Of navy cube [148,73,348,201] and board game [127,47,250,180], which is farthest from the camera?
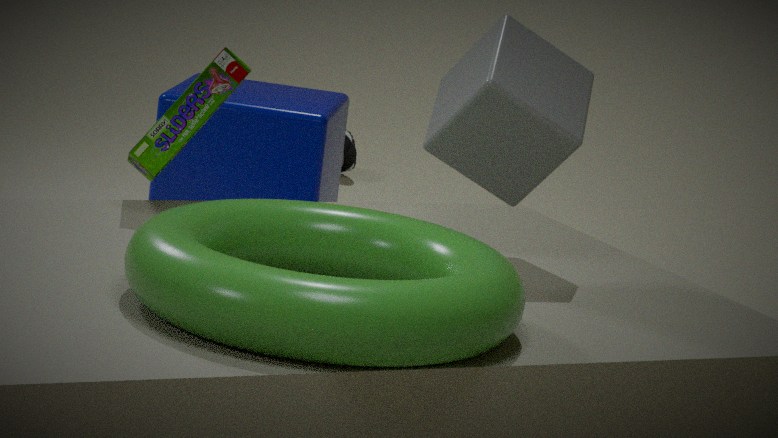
navy cube [148,73,348,201]
